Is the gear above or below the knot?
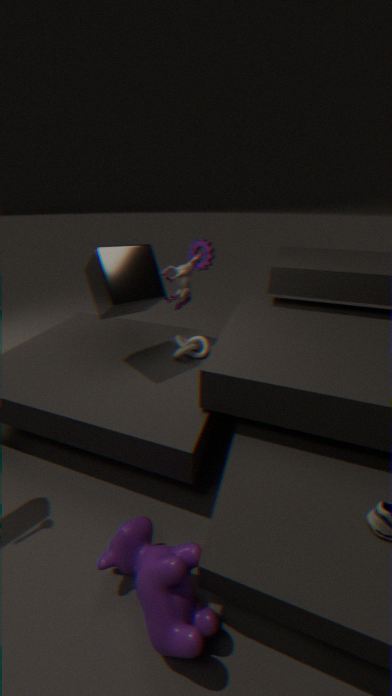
above
